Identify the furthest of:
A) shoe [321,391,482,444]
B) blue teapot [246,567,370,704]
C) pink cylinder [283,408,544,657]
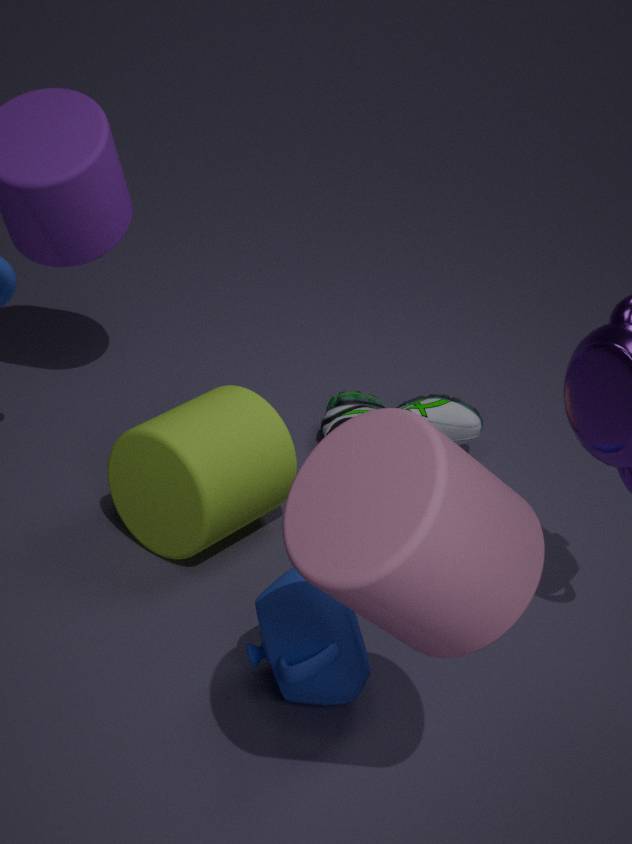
A. shoe [321,391,482,444]
